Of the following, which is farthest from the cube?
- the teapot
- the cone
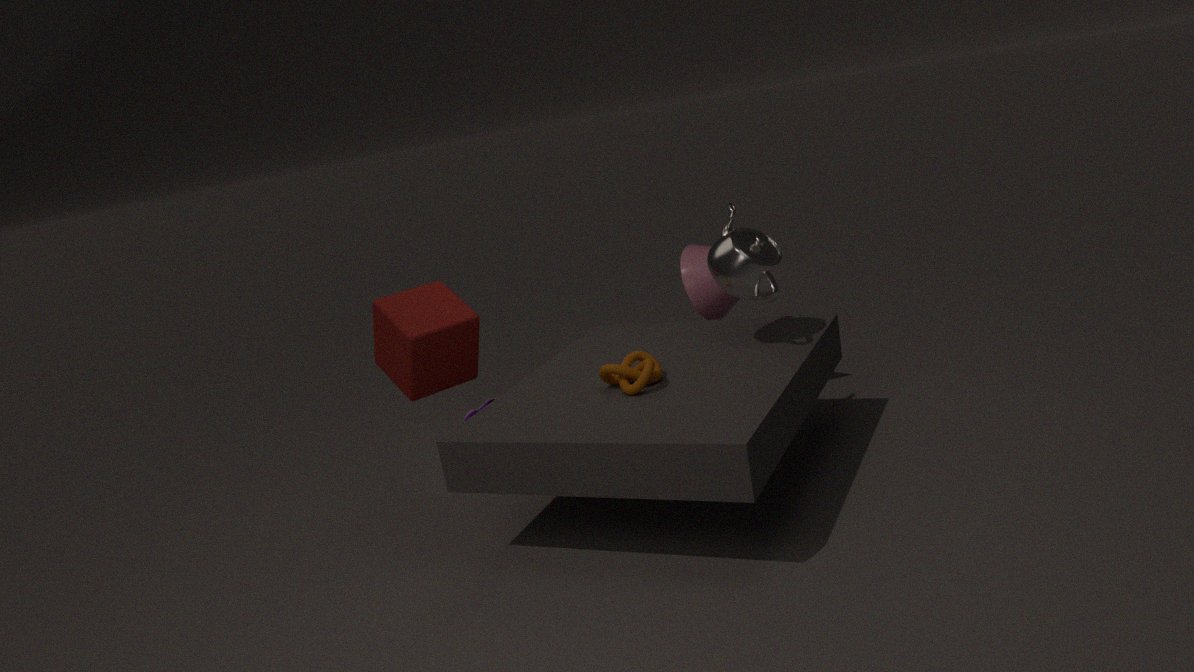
the cone
